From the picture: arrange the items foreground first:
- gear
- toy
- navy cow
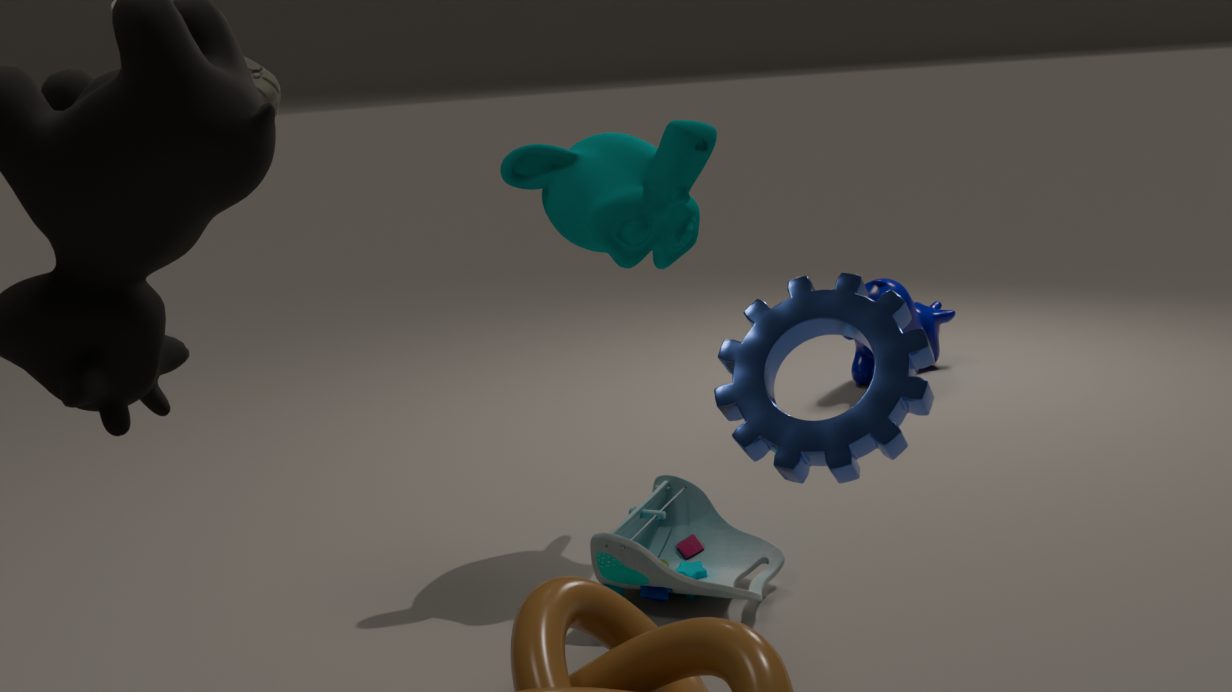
gear
toy
navy cow
